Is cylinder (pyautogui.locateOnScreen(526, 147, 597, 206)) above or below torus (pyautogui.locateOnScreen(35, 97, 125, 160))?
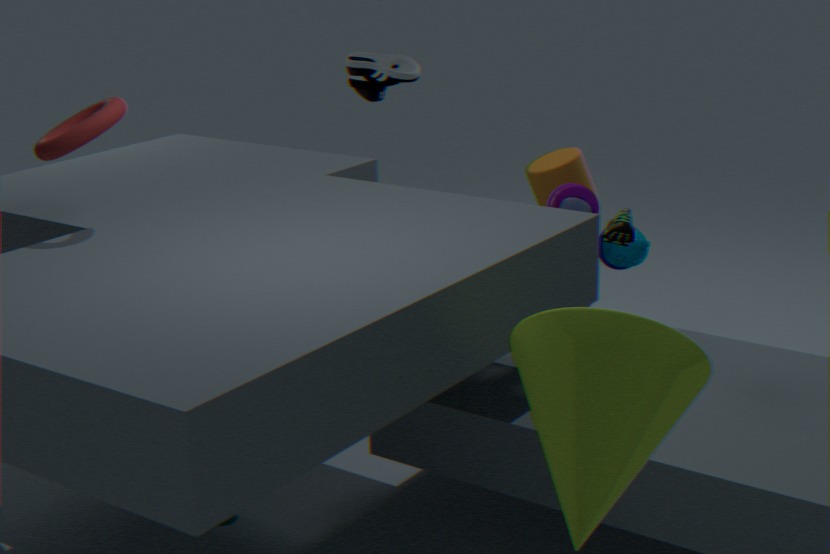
below
